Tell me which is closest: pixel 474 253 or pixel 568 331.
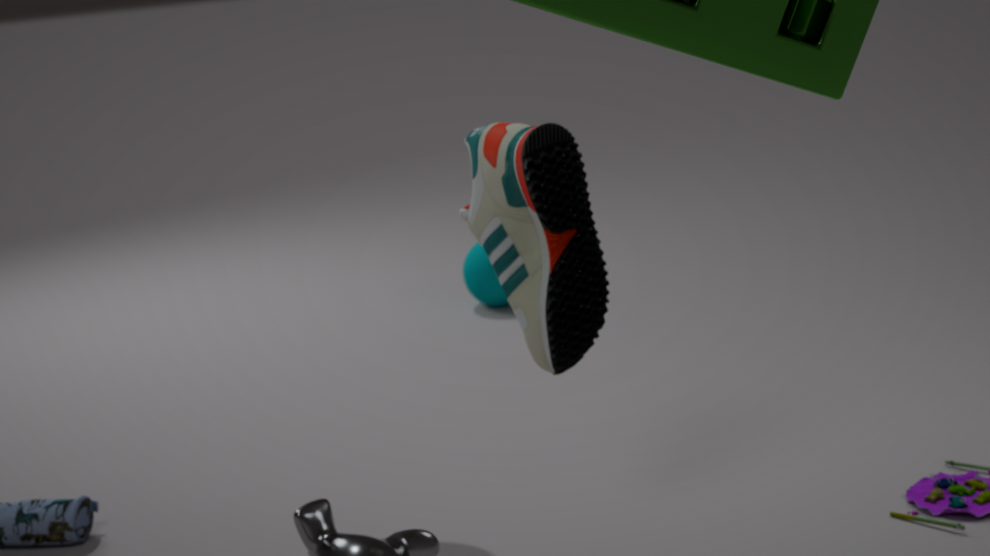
pixel 568 331
